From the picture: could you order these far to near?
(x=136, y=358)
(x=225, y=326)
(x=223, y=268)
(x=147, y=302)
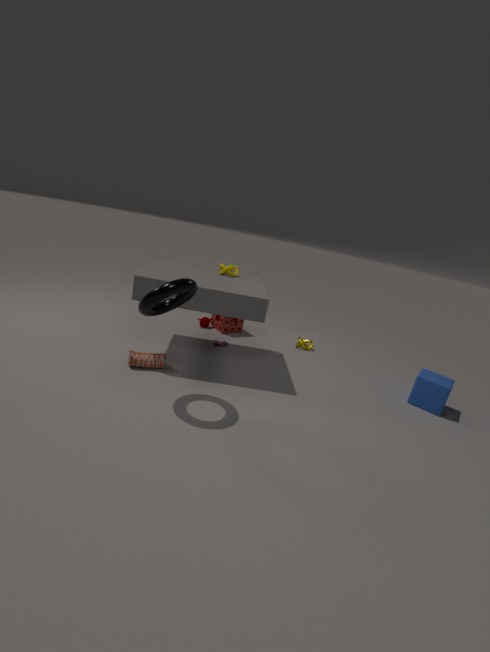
(x=225, y=326), (x=223, y=268), (x=136, y=358), (x=147, y=302)
